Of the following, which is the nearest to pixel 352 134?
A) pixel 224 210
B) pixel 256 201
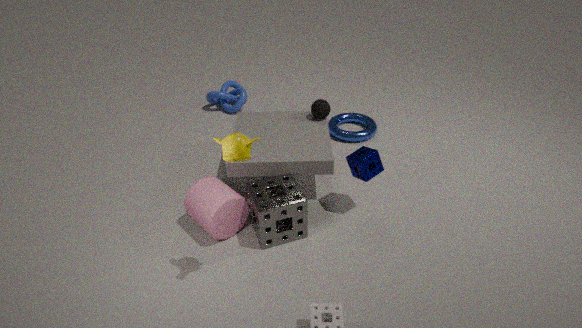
pixel 256 201
